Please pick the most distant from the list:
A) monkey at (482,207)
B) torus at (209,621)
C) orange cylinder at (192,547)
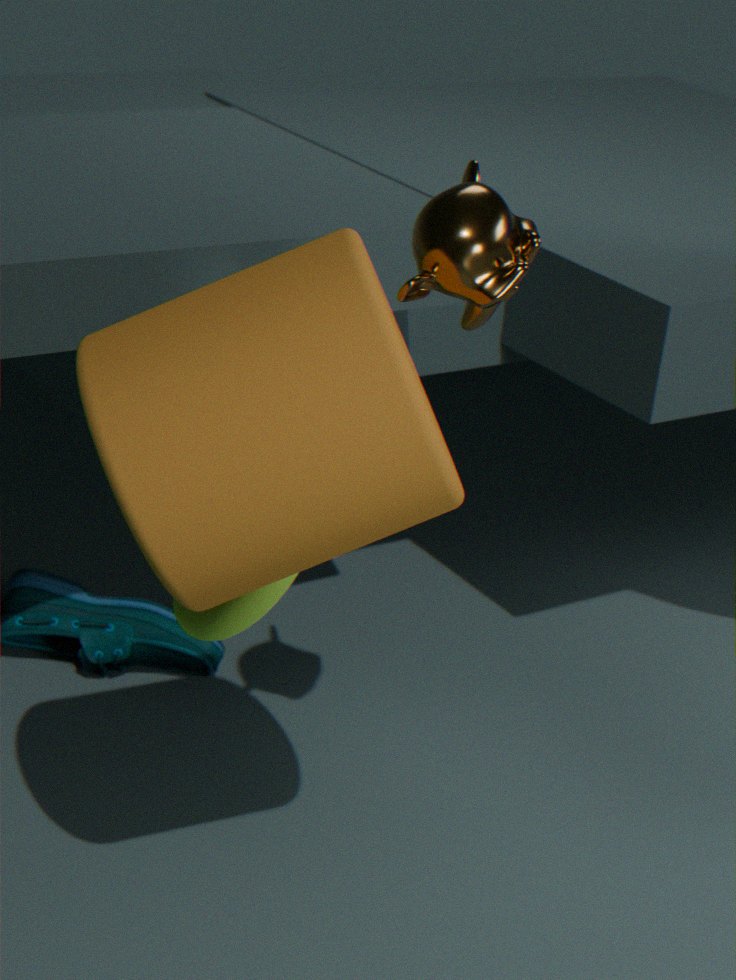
torus at (209,621)
